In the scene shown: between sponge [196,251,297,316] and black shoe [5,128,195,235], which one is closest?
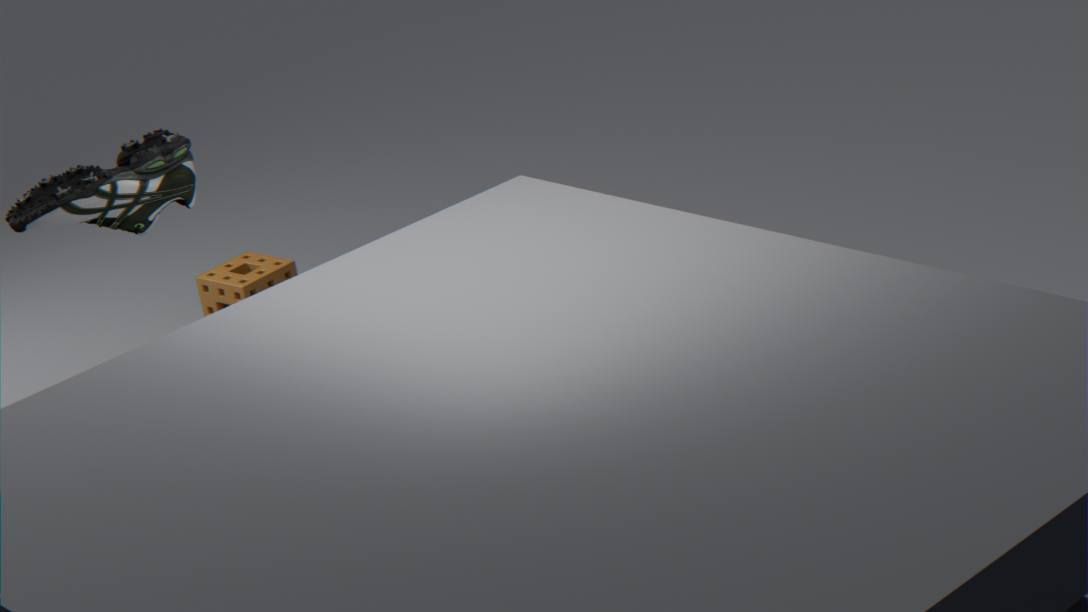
black shoe [5,128,195,235]
